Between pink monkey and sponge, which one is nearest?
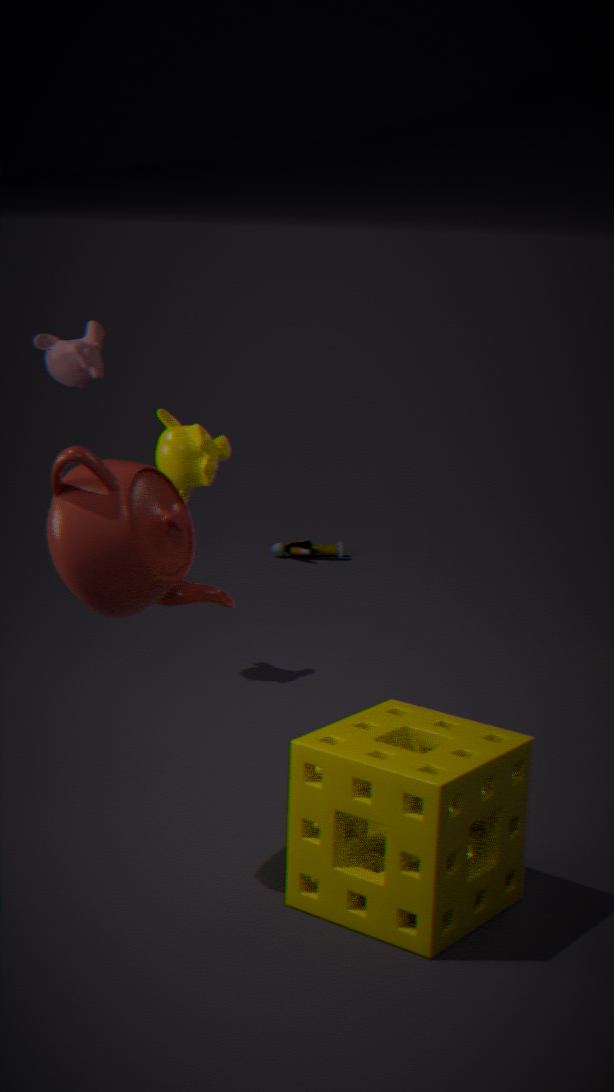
sponge
